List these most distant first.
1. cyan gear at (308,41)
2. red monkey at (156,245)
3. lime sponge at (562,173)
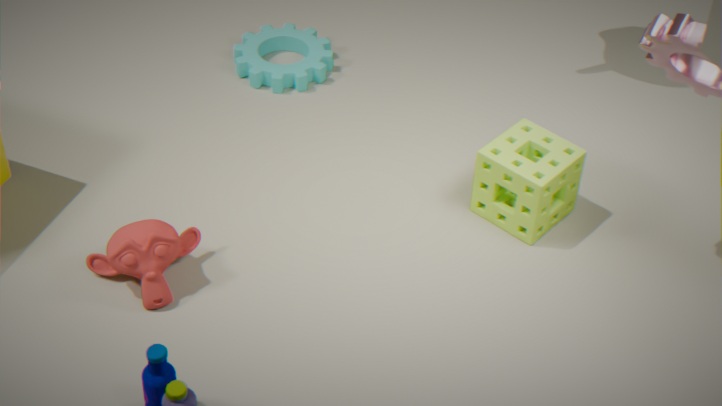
cyan gear at (308,41) < lime sponge at (562,173) < red monkey at (156,245)
